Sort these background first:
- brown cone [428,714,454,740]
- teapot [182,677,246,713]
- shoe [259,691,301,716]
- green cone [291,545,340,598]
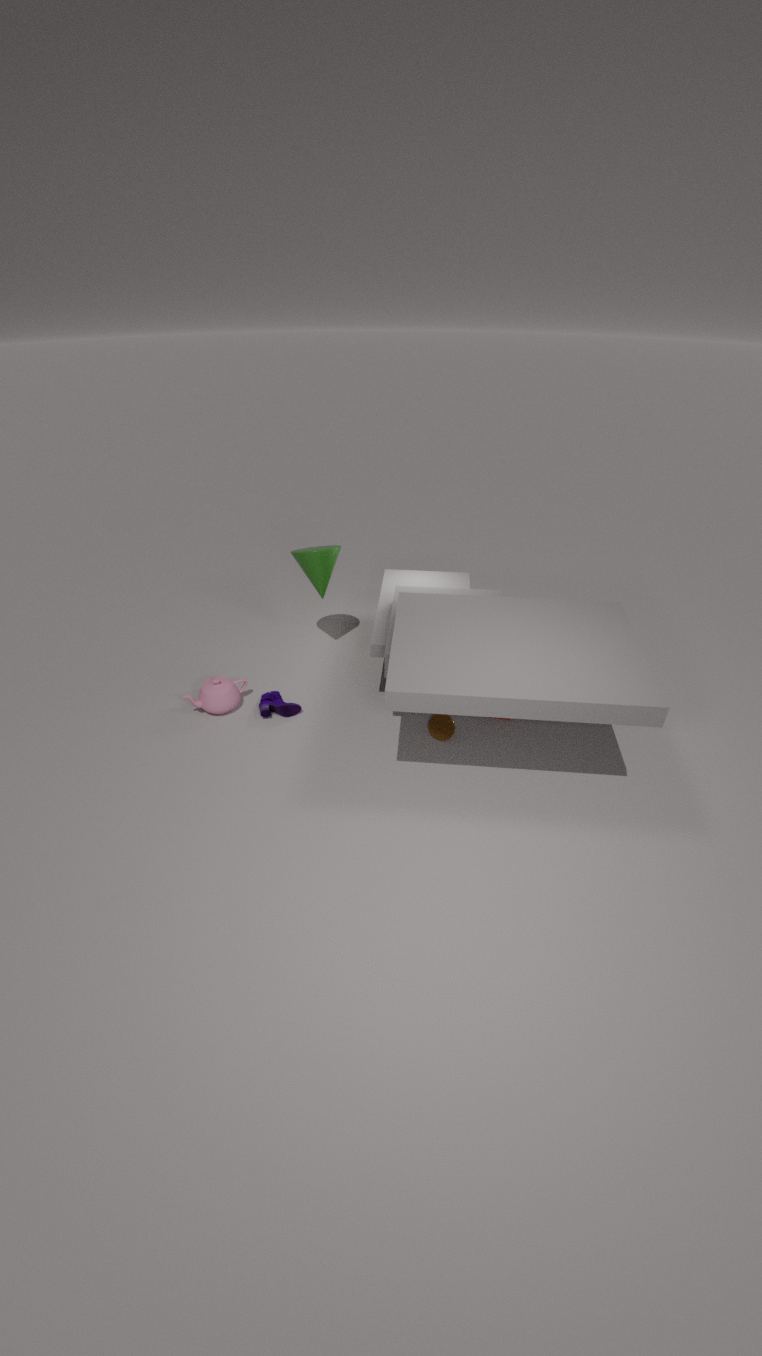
green cone [291,545,340,598], shoe [259,691,301,716], teapot [182,677,246,713], brown cone [428,714,454,740]
